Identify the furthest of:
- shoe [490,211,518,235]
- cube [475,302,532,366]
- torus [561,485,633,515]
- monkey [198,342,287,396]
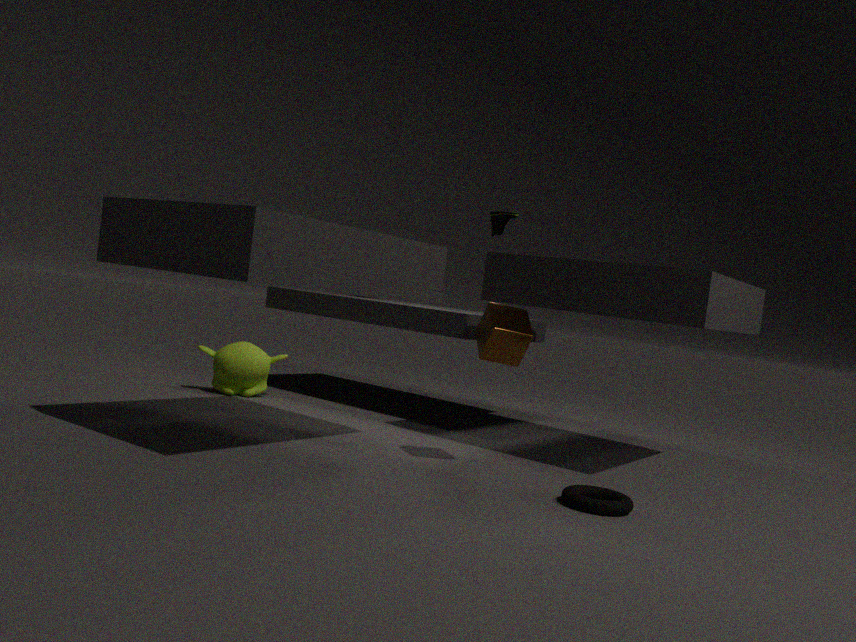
shoe [490,211,518,235]
